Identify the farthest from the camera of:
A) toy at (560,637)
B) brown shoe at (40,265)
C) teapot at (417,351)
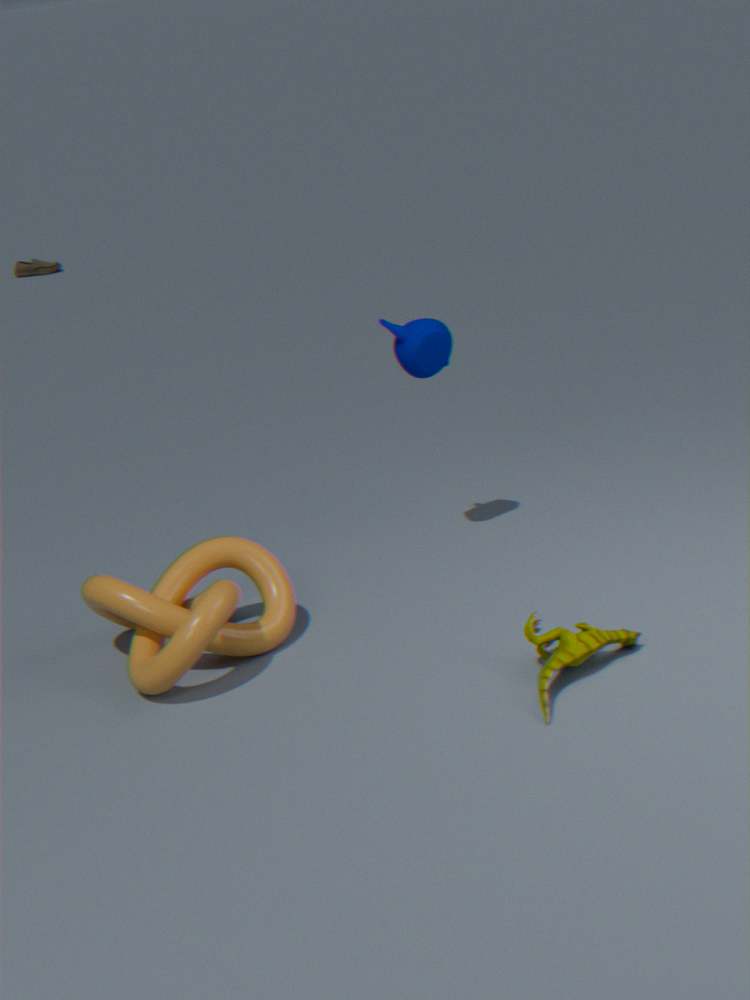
brown shoe at (40,265)
